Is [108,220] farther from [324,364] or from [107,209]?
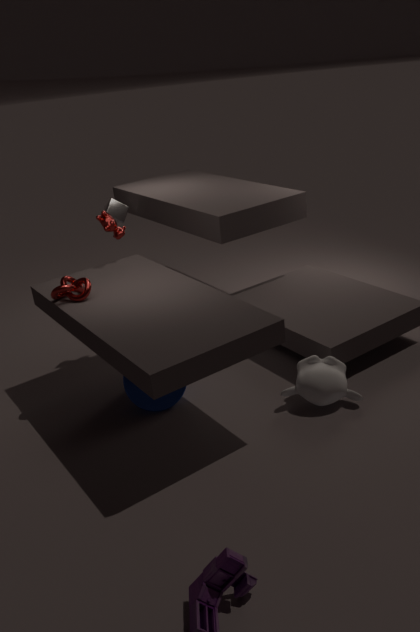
[324,364]
